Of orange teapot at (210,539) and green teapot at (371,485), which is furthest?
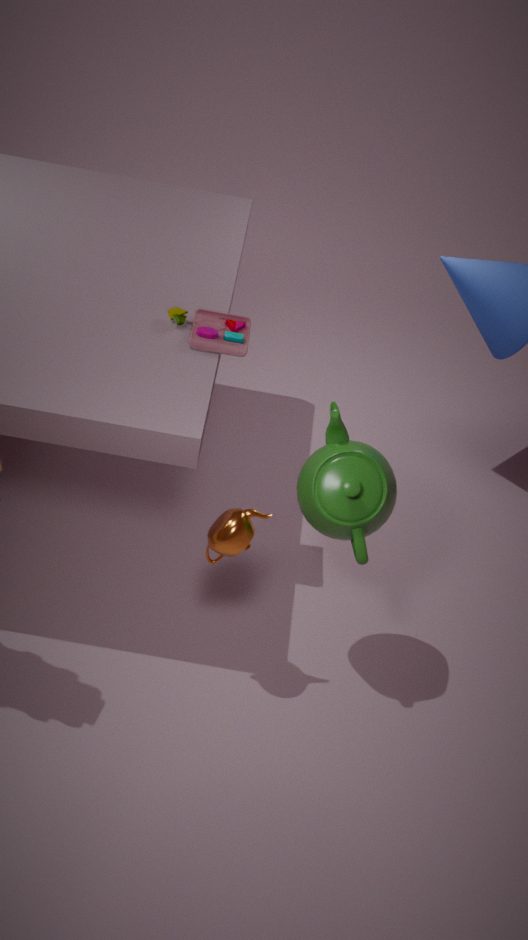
green teapot at (371,485)
